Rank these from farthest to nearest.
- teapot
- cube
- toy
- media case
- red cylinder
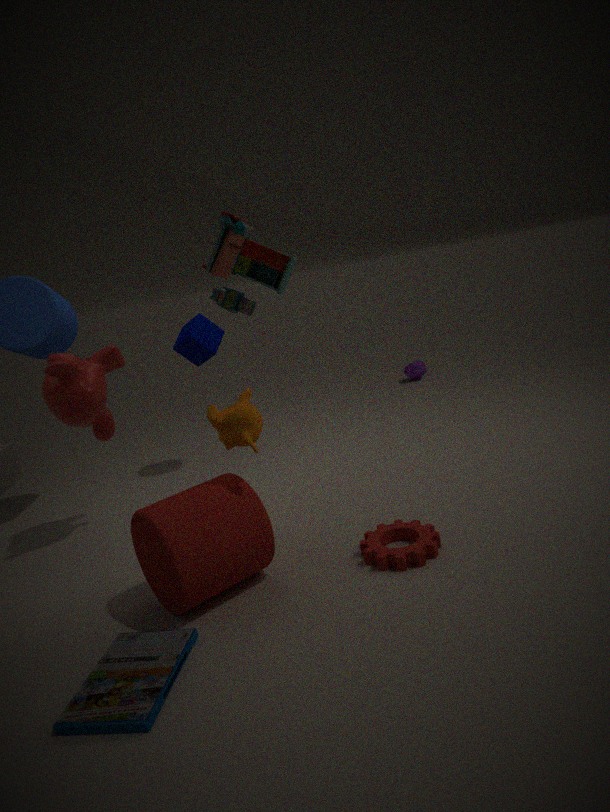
1. teapot
2. cube
3. toy
4. red cylinder
5. media case
